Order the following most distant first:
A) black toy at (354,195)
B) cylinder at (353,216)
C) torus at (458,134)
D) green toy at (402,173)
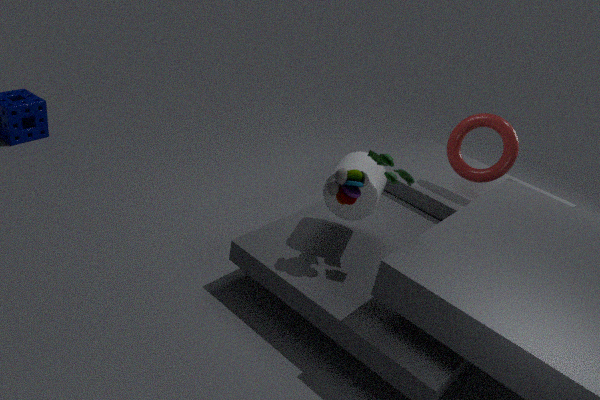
C. torus at (458,134)
B. cylinder at (353,216)
A. black toy at (354,195)
D. green toy at (402,173)
